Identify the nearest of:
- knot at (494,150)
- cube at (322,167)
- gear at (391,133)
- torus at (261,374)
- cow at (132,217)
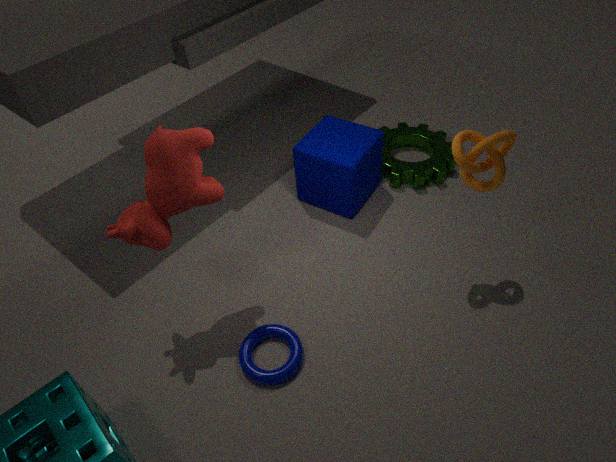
cow at (132,217)
